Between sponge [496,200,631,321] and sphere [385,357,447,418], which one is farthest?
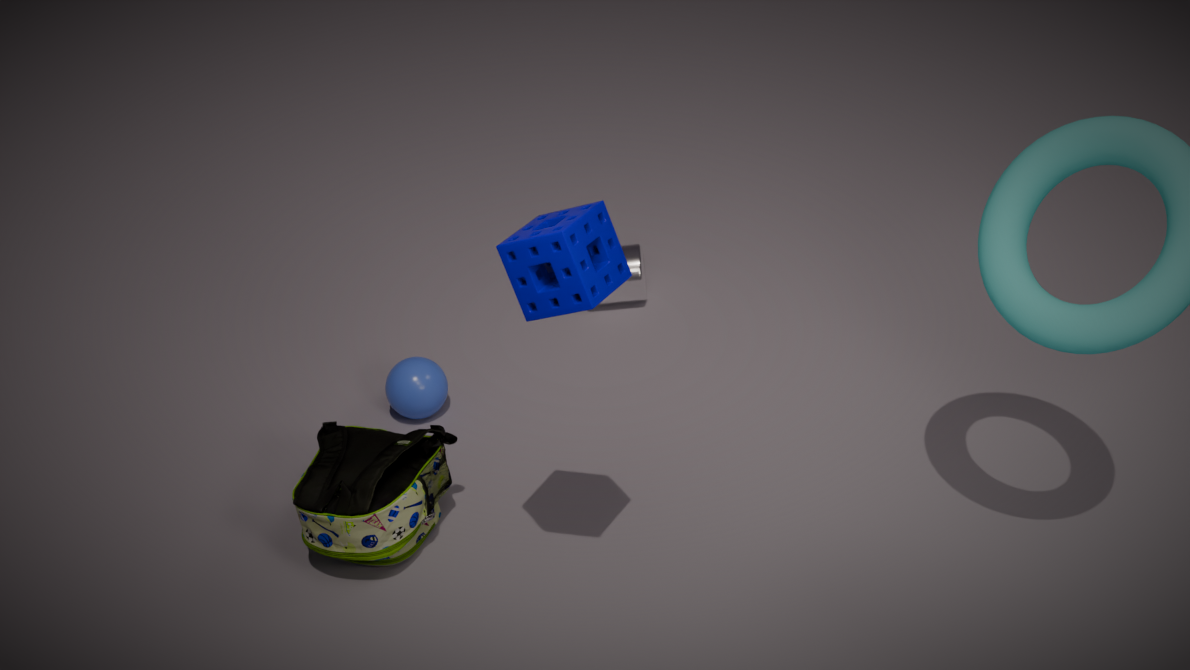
sphere [385,357,447,418]
